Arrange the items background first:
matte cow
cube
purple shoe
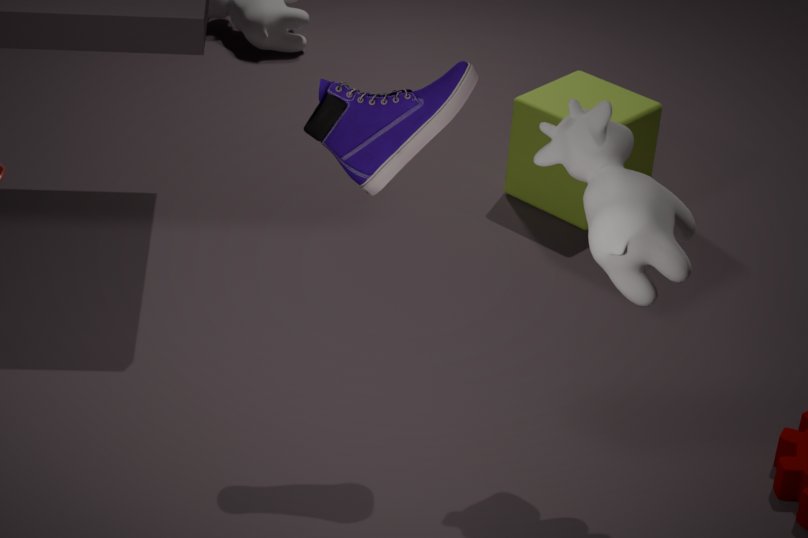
cube < purple shoe < matte cow
